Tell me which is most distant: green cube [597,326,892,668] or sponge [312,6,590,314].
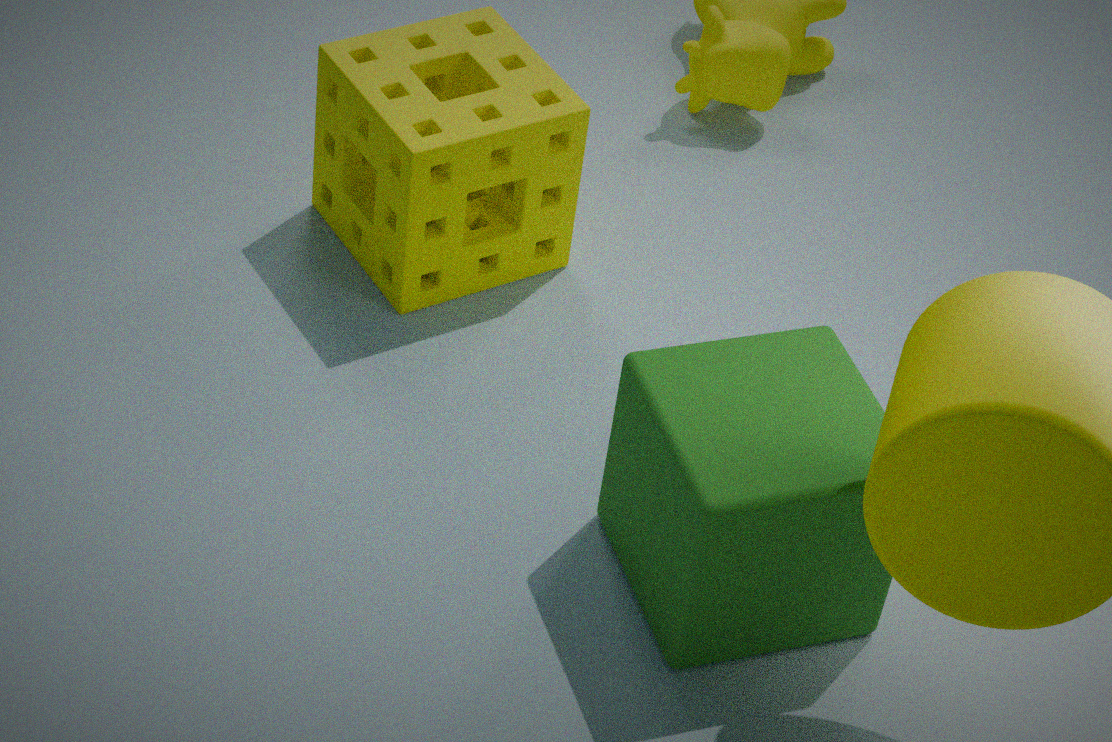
sponge [312,6,590,314]
